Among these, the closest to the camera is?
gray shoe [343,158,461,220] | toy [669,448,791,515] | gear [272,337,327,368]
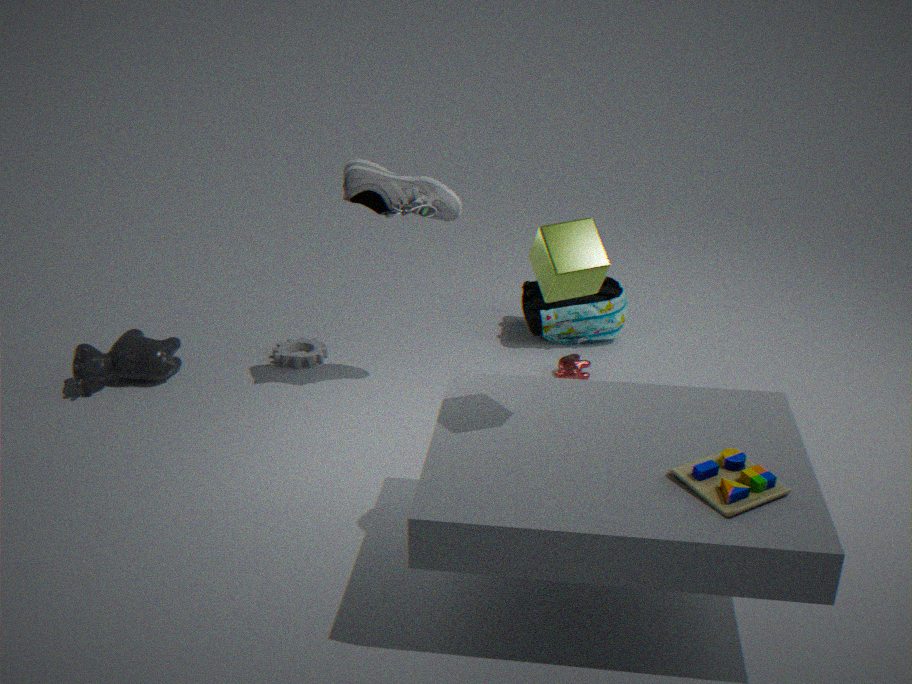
toy [669,448,791,515]
